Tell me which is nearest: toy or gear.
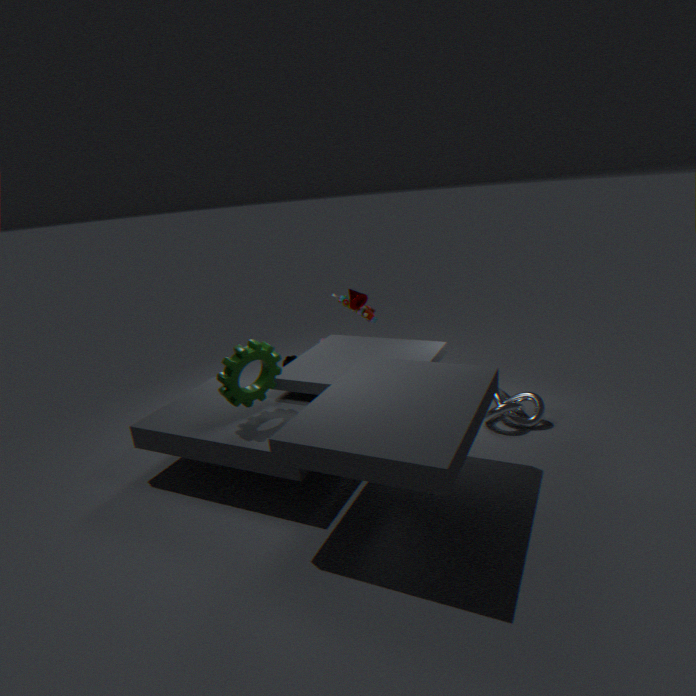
gear
